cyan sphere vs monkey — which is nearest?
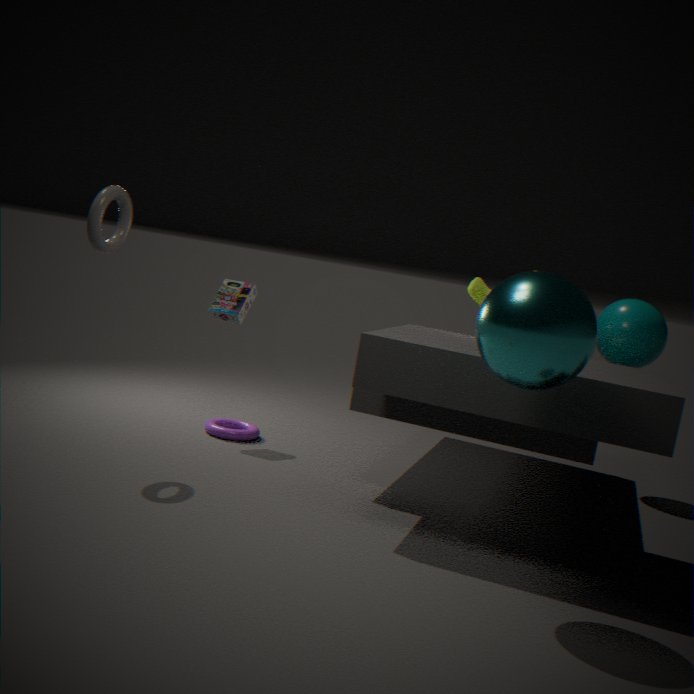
cyan sphere
